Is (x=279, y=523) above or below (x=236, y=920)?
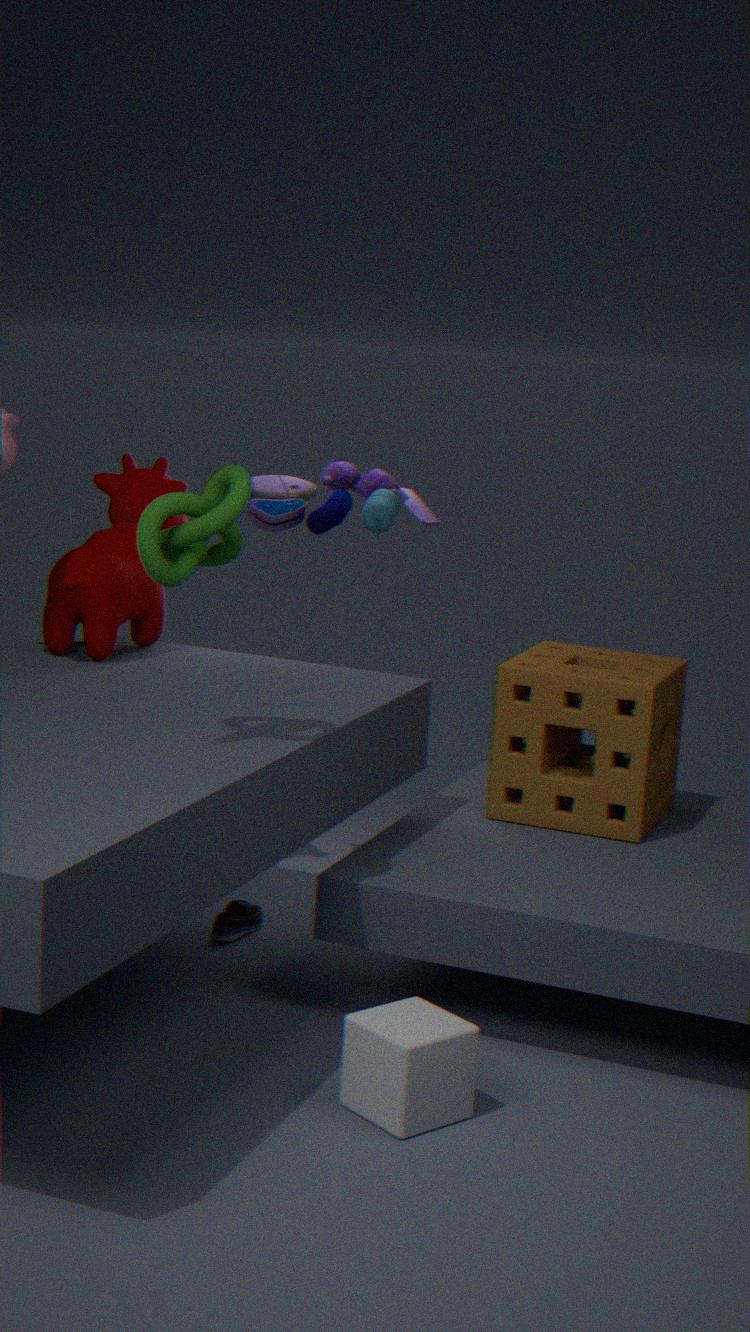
above
